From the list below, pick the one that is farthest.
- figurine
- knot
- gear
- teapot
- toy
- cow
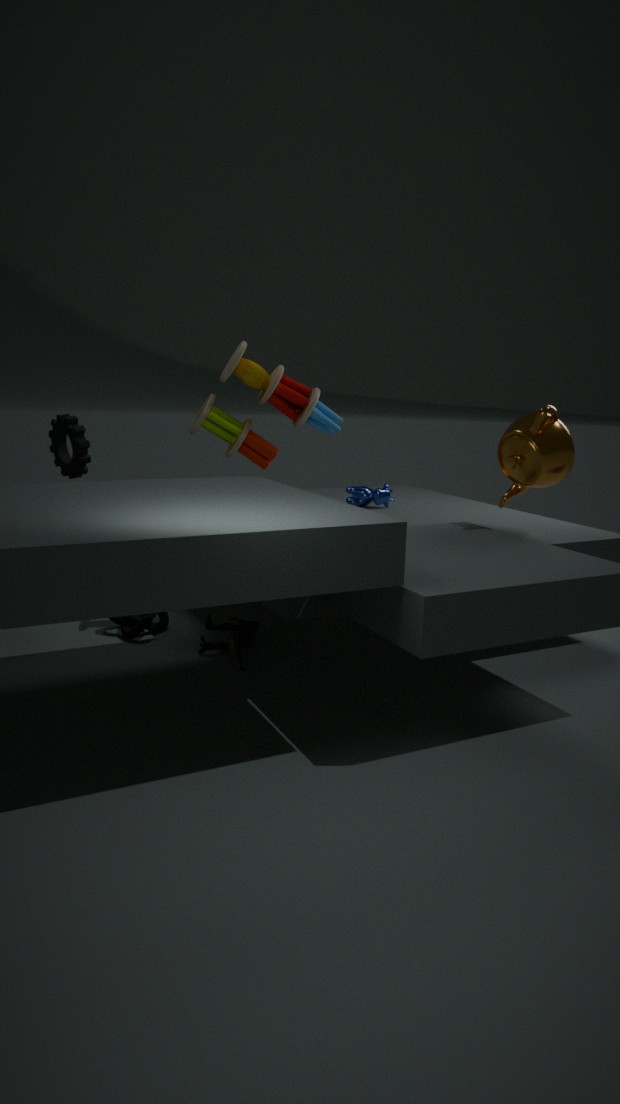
cow
